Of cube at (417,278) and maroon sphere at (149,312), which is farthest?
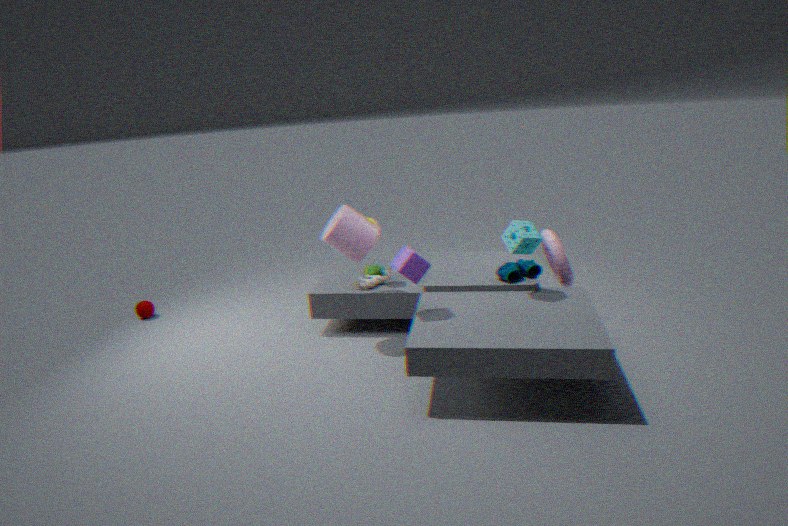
maroon sphere at (149,312)
